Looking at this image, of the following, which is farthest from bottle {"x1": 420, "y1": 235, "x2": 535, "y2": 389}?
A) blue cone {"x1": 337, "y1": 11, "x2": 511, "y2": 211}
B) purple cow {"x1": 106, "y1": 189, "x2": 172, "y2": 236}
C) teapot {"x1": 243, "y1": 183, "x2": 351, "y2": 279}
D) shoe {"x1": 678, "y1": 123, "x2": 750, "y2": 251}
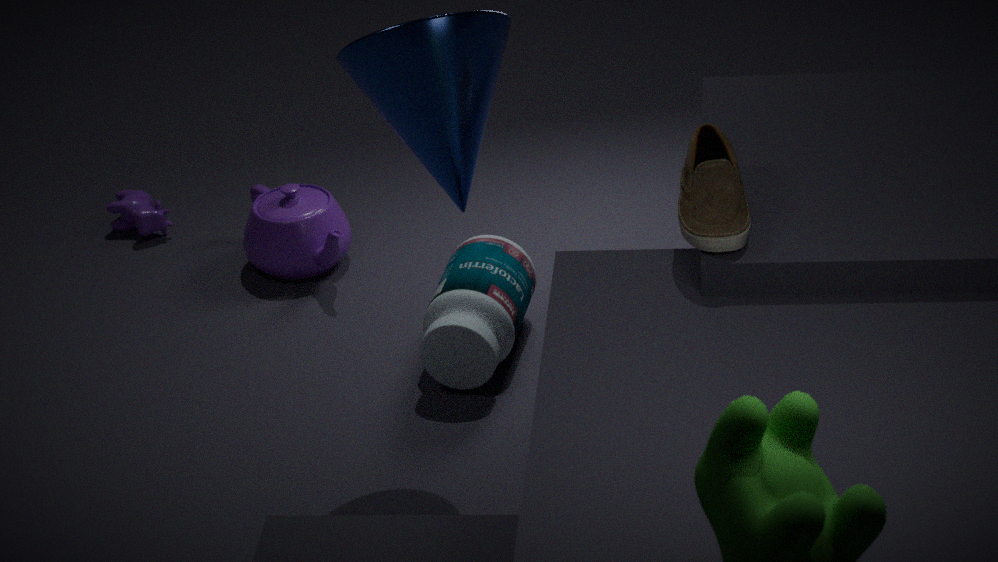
purple cow {"x1": 106, "y1": 189, "x2": 172, "y2": 236}
